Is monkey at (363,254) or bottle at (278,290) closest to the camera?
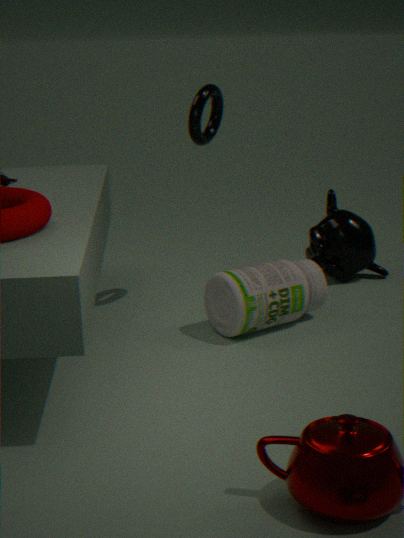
bottle at (278,290)
